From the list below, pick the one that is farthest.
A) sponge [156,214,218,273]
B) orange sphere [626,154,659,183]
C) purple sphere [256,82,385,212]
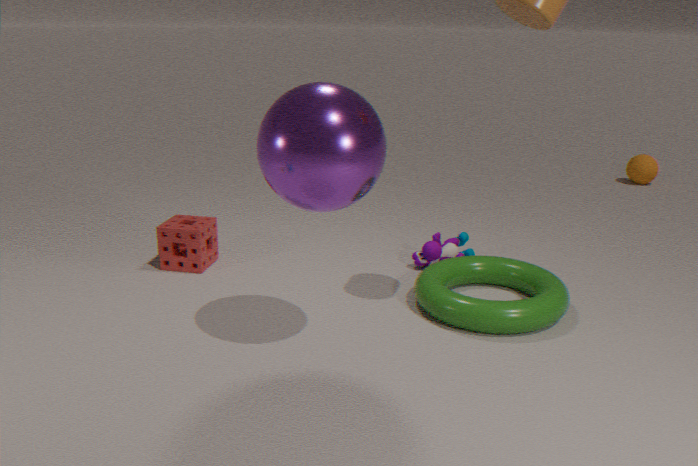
orange sphere [626,154,659,183]
